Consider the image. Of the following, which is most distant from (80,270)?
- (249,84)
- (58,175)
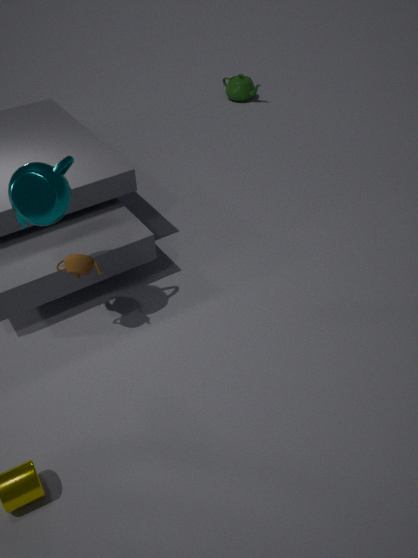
(249,84)
